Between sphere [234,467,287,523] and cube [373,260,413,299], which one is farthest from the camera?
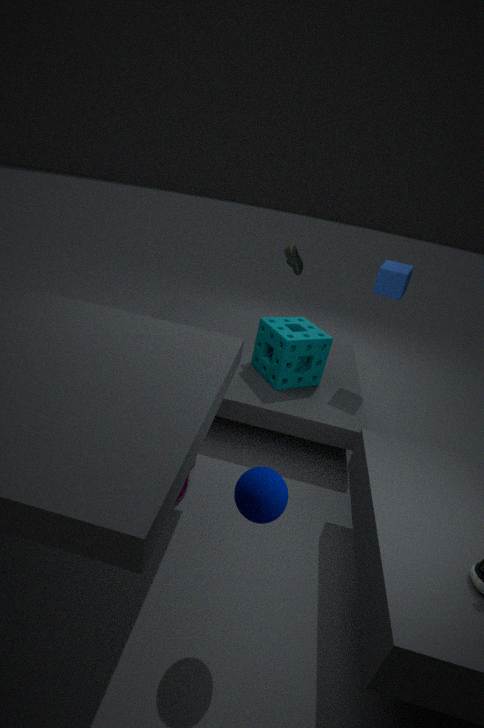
cube [373,260,413,299]
